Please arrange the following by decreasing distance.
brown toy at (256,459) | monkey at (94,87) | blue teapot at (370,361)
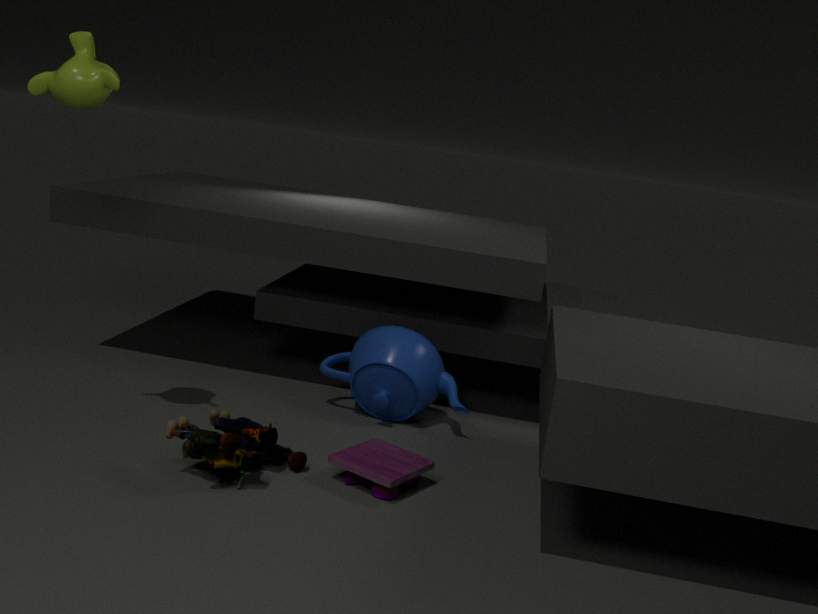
blue teapot at (370,361) < brown toy at (256,459) < monkey at (94,87)
